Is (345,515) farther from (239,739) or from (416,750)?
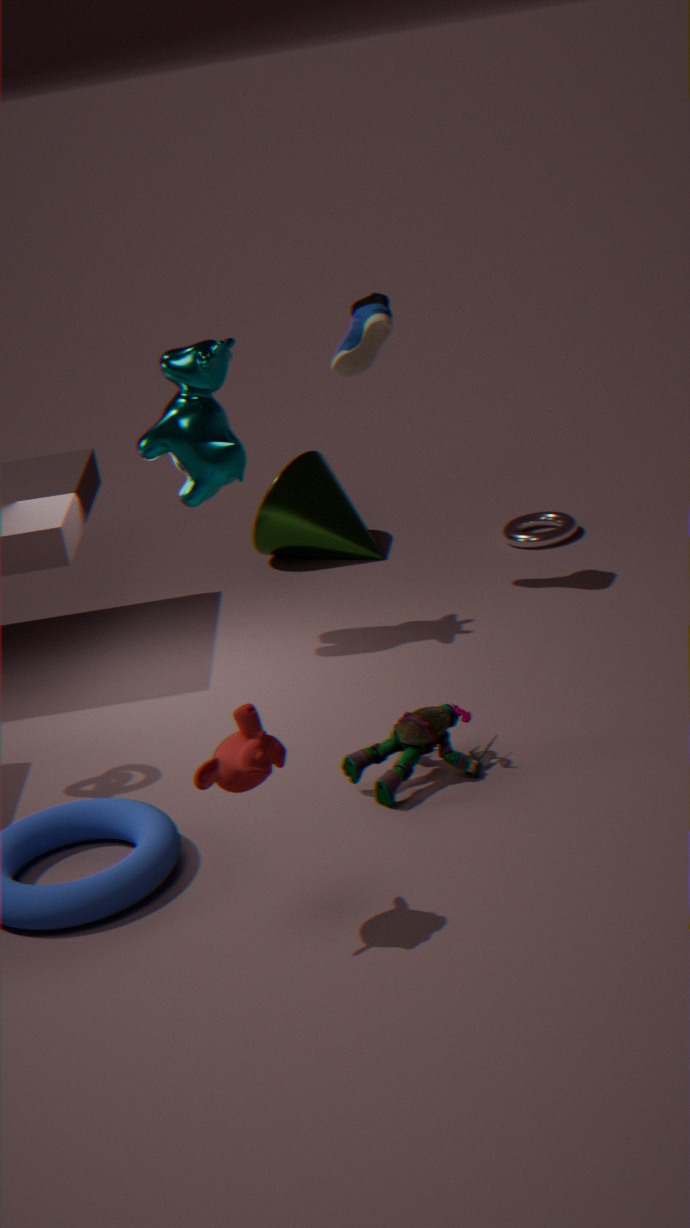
(239,739)
